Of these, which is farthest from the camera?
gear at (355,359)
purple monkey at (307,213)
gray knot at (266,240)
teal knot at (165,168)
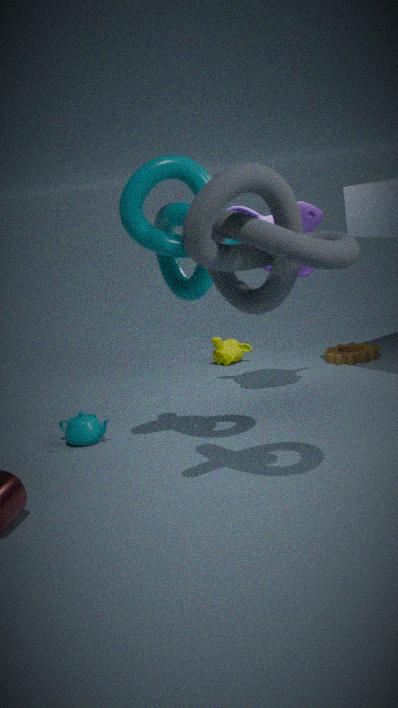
gear at (355,359)
